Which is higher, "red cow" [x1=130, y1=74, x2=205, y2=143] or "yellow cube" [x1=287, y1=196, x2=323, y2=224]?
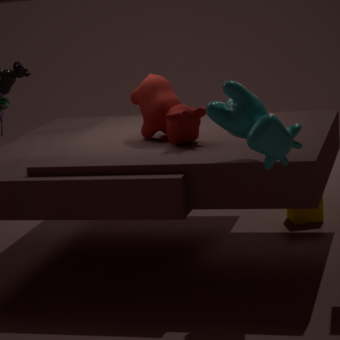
"red cow" [x1=130, y1=74, x2=205, y2=143]
